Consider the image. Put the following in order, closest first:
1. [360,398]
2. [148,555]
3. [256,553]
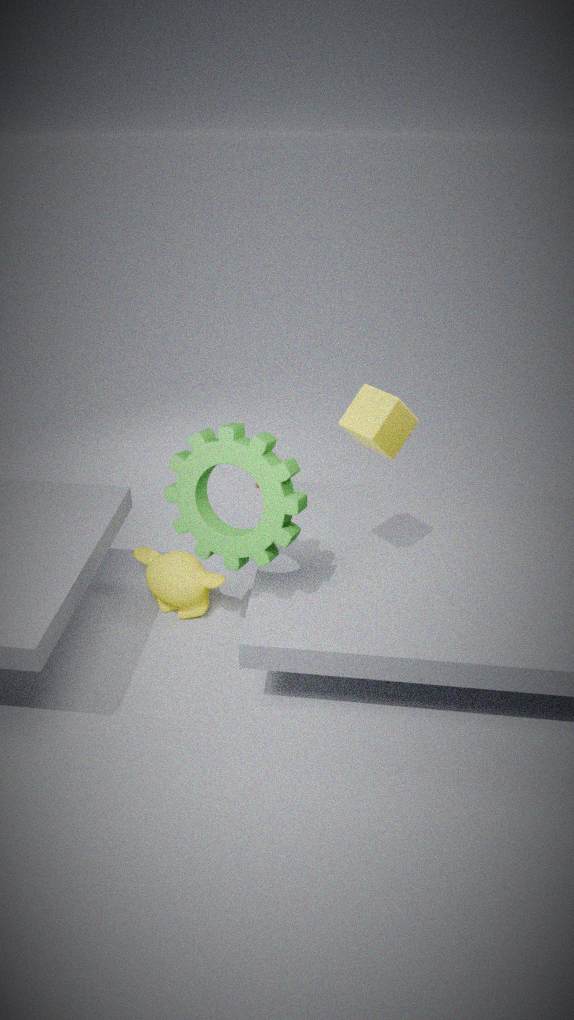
[360,398], [256,553], [148,555]
